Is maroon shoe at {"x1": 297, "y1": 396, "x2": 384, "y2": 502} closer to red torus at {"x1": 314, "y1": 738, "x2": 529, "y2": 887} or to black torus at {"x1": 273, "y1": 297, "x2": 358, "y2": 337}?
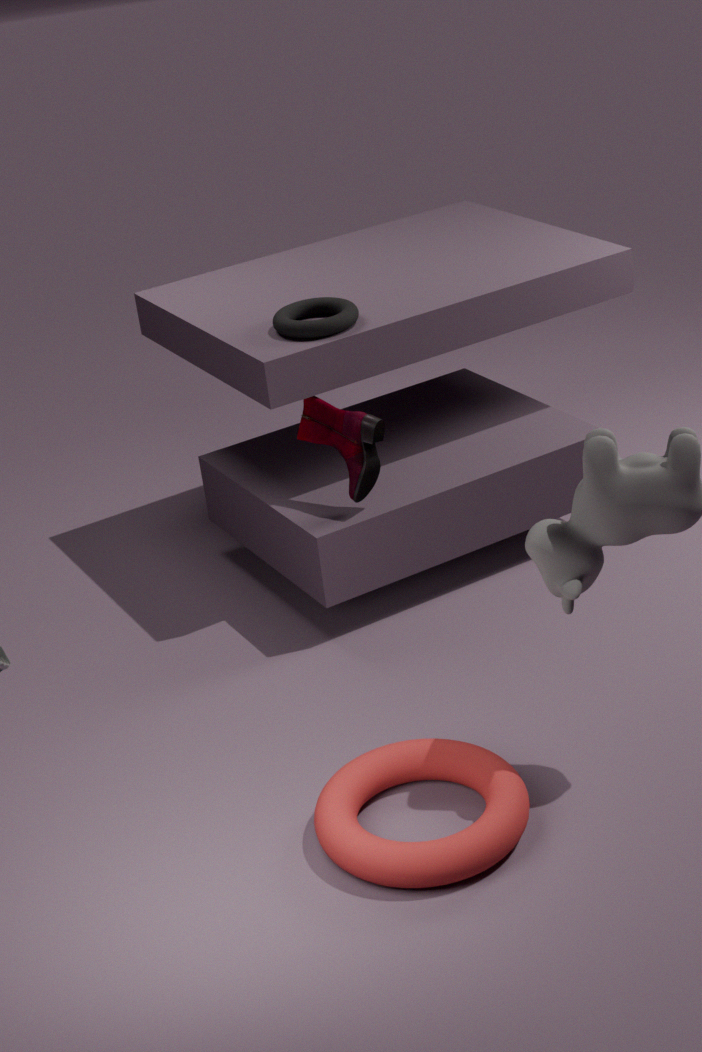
black torus at {"x1": 273, "y1": 297, "x2": 358, "y2": 337}
